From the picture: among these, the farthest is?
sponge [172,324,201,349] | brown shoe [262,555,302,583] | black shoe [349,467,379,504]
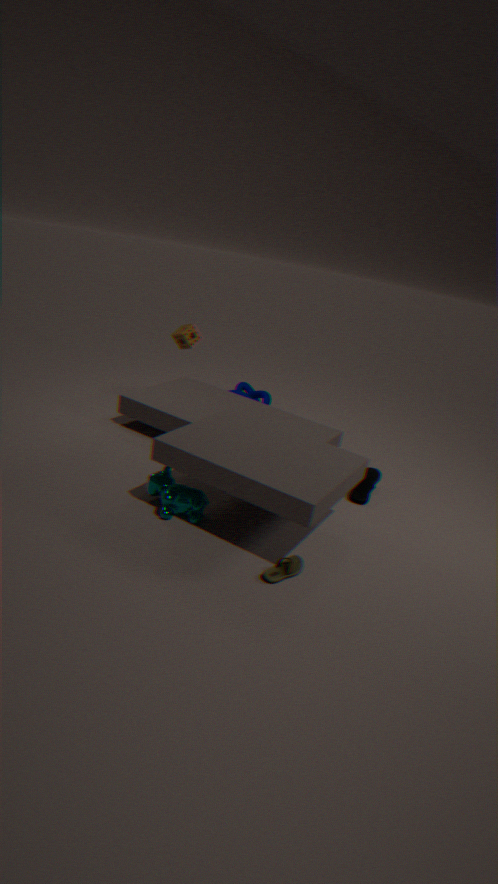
sponge [172,324,201,349]
